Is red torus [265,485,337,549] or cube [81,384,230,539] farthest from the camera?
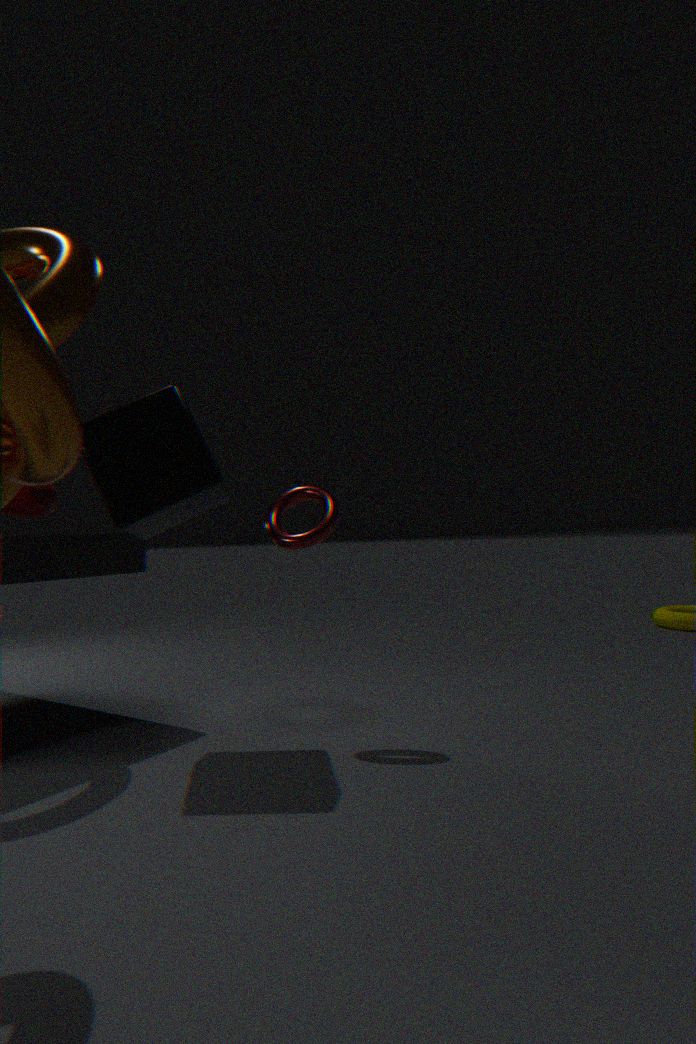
red torus [265,485,337,549]
